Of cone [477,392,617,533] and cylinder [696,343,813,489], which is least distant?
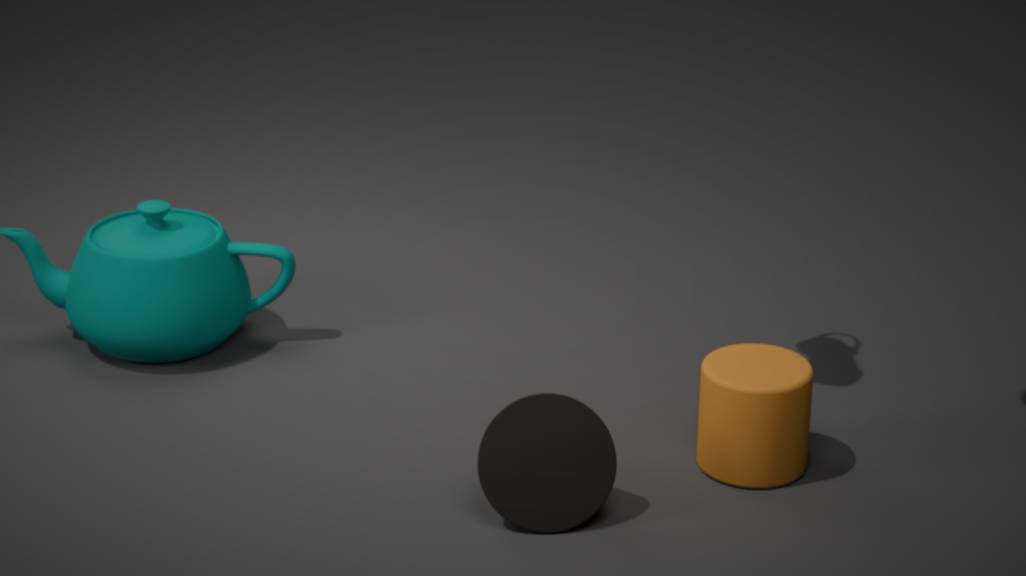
cone [477,392,617,533]
